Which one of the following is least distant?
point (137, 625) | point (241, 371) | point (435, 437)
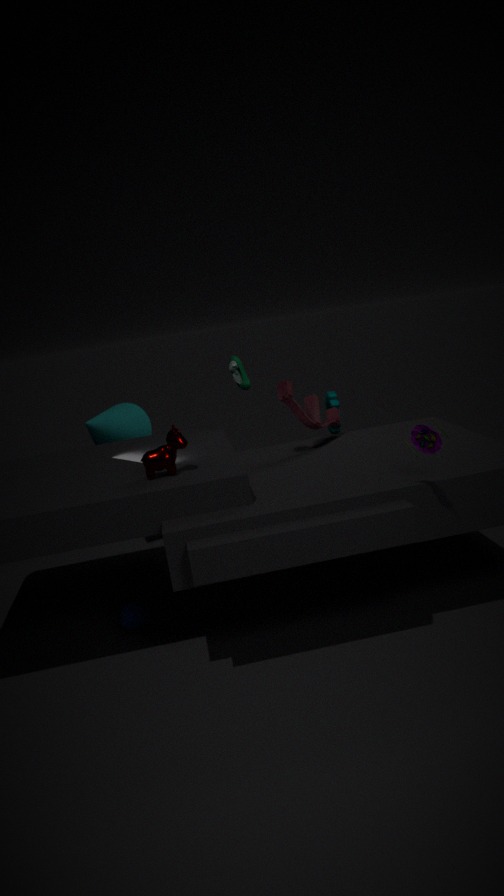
point (435, 437)
